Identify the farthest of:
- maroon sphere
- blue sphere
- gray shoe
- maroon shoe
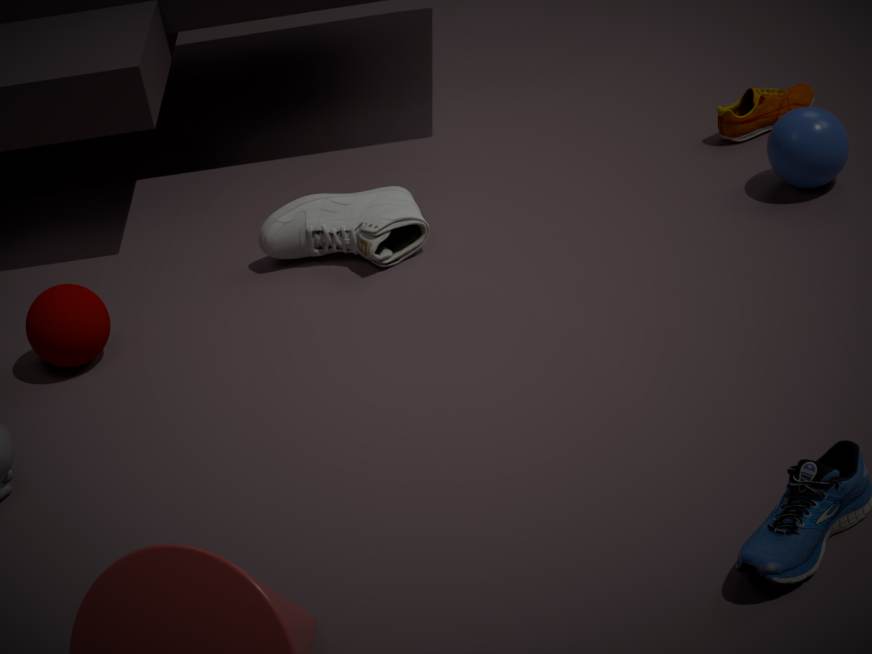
maroon shoe
